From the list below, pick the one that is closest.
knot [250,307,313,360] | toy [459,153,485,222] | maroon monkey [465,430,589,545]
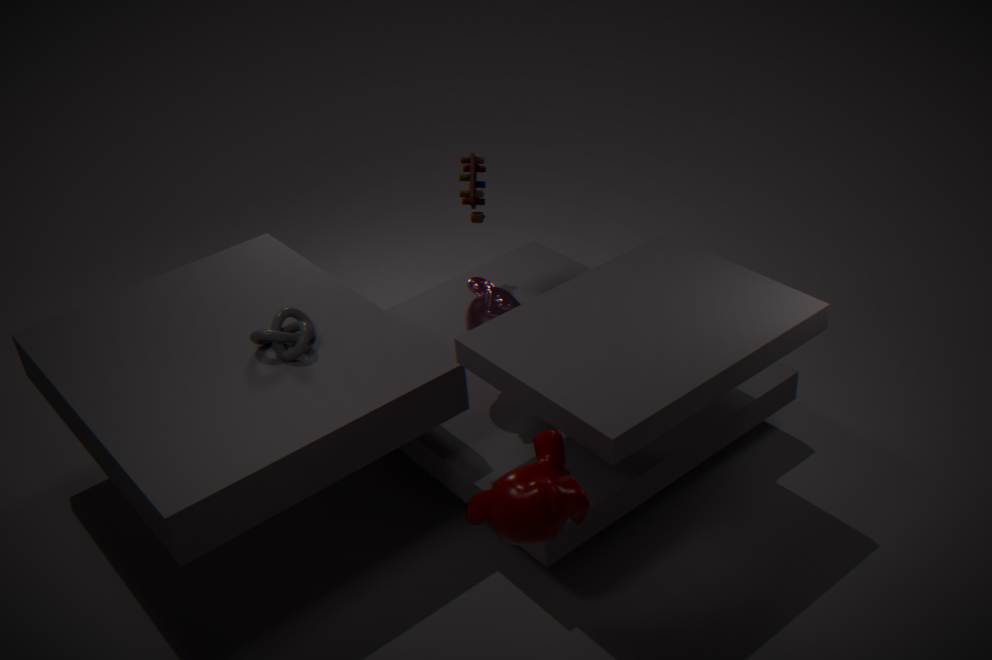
maroon monkey [465,430,589,545]
